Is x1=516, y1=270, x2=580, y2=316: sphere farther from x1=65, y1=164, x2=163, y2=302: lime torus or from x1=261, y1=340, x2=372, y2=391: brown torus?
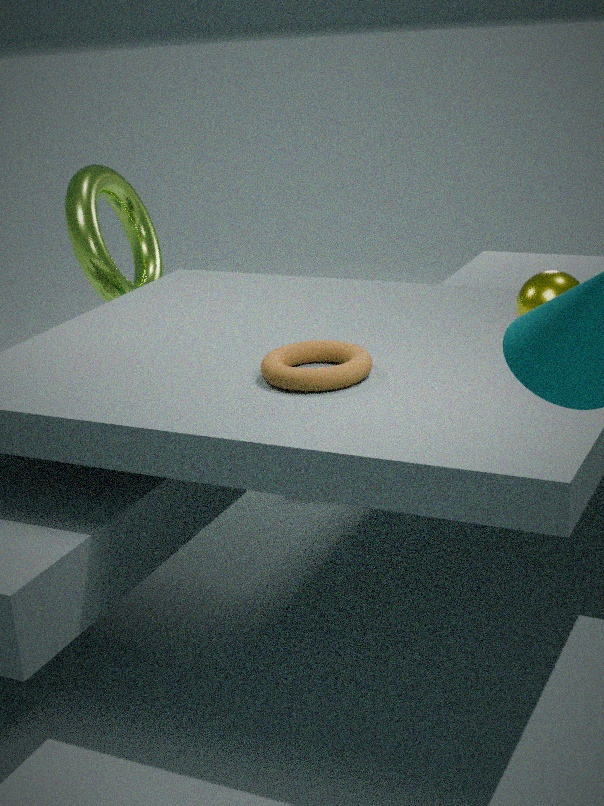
x1=65, y1=164, x2=163, y2=302: lime torus
